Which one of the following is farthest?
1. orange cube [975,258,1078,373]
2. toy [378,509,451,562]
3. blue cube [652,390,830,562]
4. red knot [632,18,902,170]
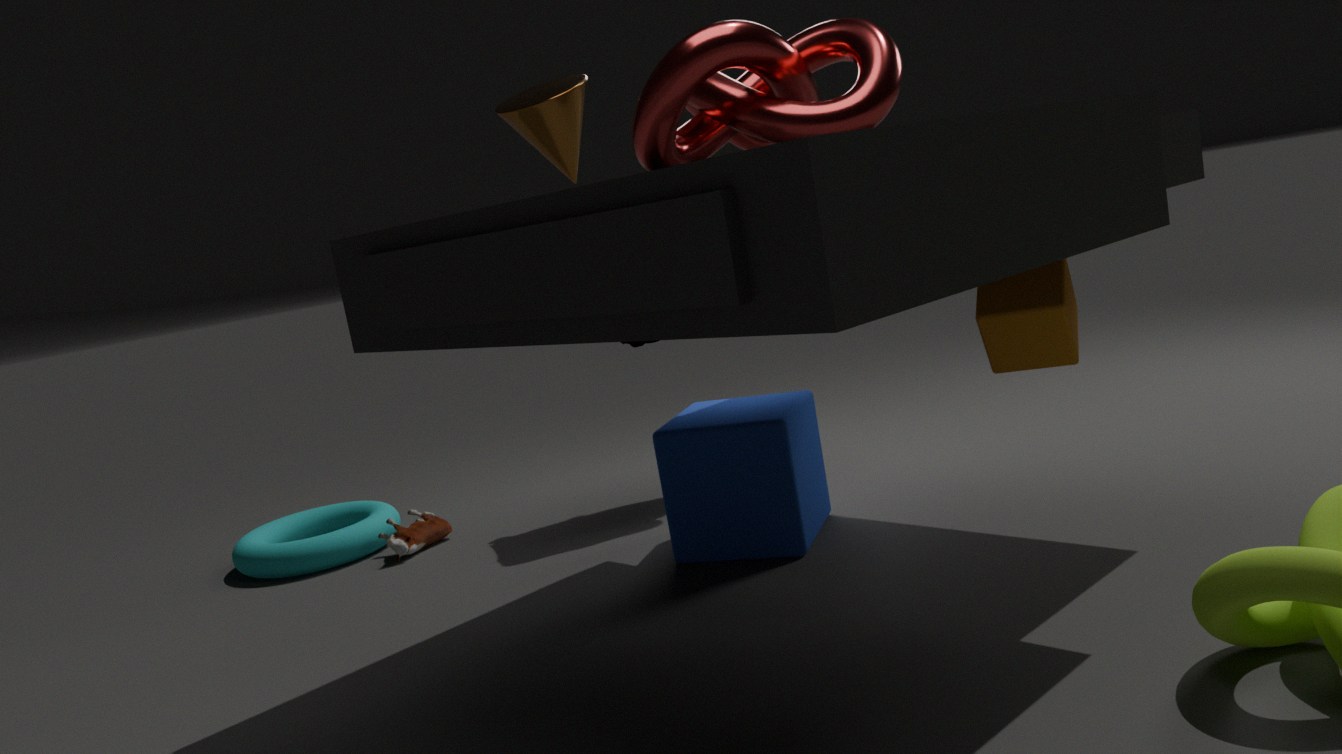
toy [378,509,451,562]
